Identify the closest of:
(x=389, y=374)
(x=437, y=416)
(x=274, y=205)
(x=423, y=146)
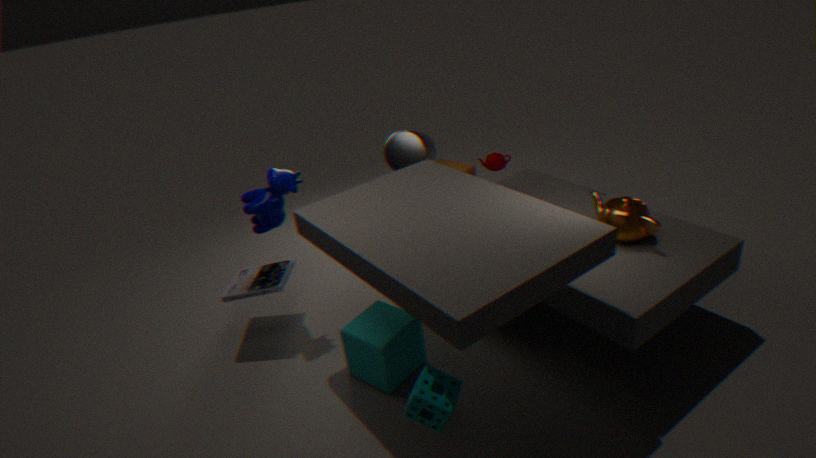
(x=437, y=416)
